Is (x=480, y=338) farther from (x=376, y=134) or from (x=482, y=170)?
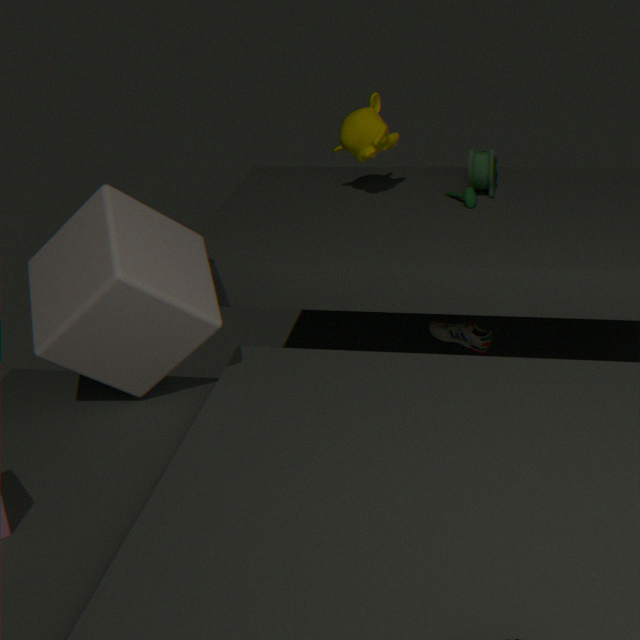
(x=376, y=134)
